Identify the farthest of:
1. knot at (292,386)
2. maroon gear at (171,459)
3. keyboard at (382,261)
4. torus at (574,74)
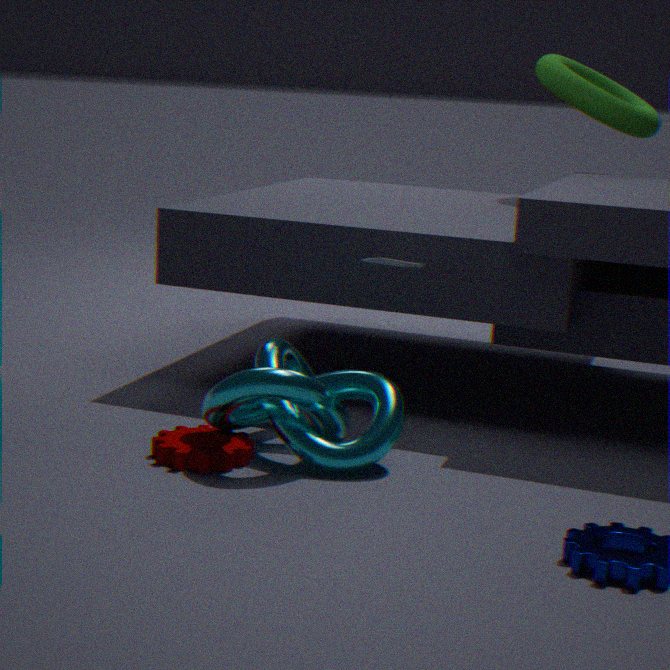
torus at (574,74)
